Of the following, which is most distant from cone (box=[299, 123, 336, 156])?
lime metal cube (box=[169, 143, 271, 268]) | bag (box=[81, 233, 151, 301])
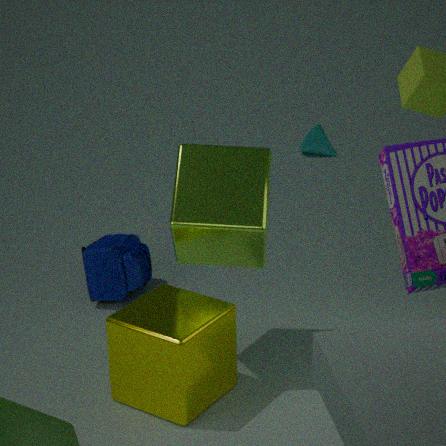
lime metal cube (box=[169, 143, 271, 268])
